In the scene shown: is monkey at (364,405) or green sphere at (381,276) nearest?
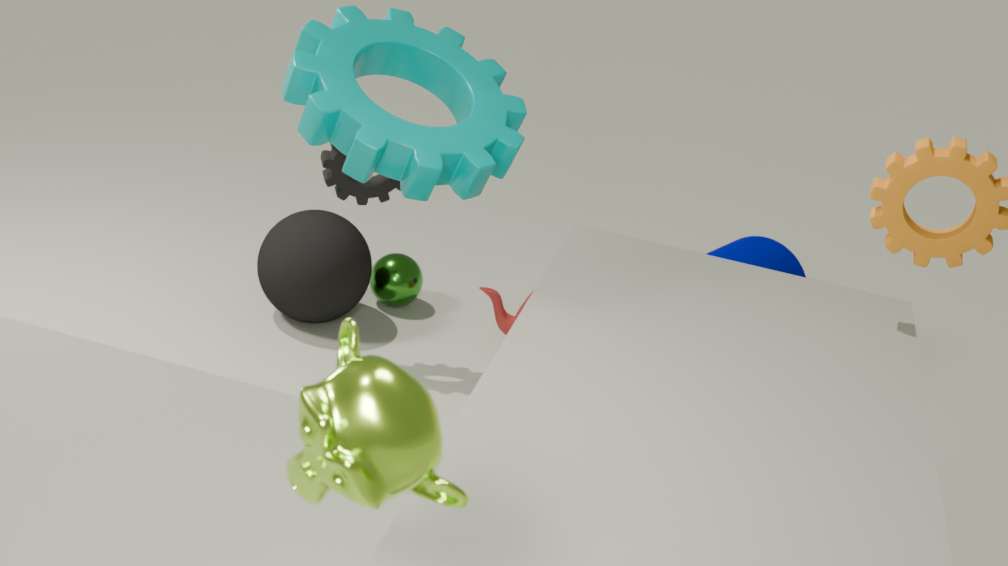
monkey at (364,405)
